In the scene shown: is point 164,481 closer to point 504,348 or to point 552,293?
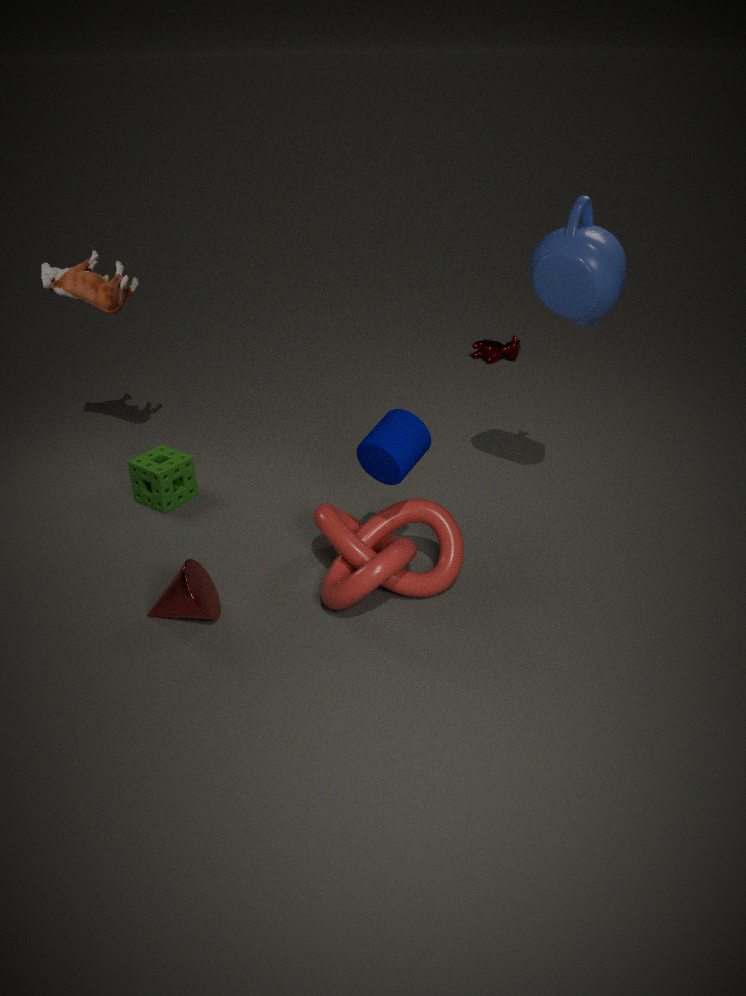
point 552,293
